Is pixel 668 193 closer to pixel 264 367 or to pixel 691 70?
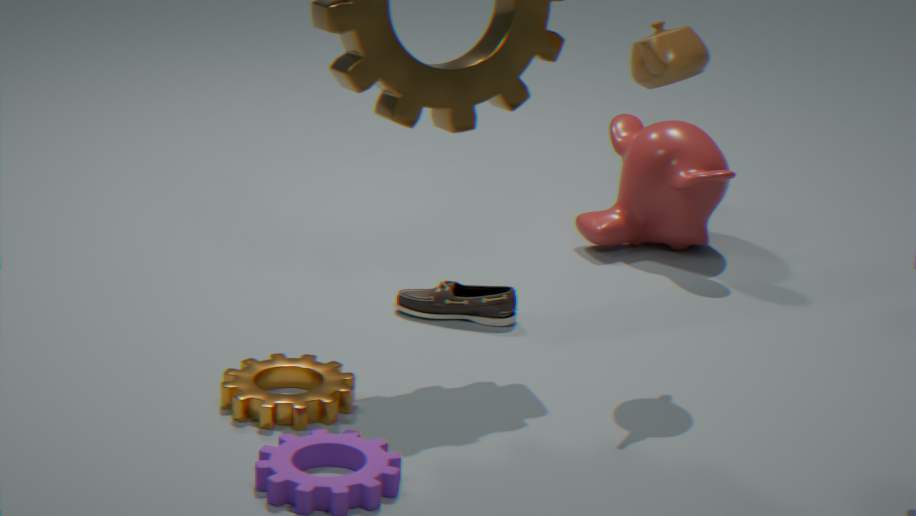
pixel 691 70
